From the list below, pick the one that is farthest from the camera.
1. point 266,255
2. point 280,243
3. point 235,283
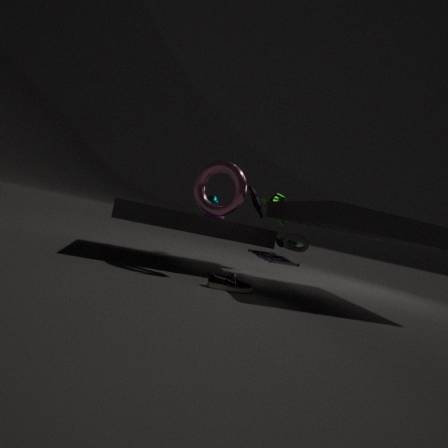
point 280,243
